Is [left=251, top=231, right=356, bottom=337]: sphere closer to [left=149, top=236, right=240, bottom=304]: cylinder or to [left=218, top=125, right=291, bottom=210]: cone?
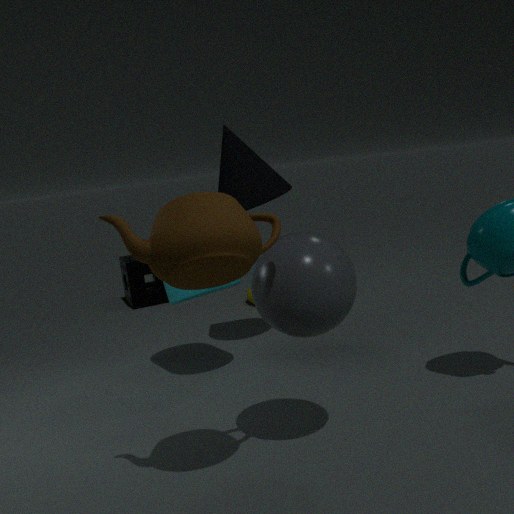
[left=149, top=236, right=240, bottom=304]: cylinder
